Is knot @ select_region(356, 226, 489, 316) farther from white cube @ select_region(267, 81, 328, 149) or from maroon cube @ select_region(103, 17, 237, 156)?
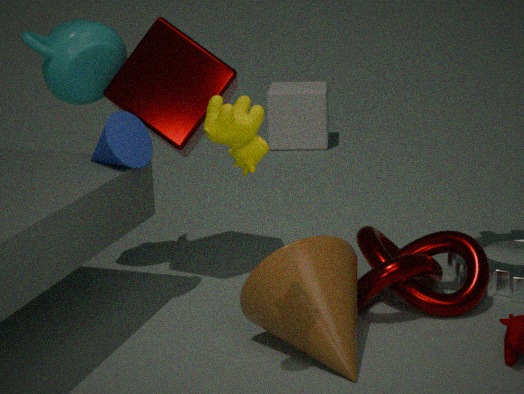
white cube @ select_region(267, 81, 328, 149)
